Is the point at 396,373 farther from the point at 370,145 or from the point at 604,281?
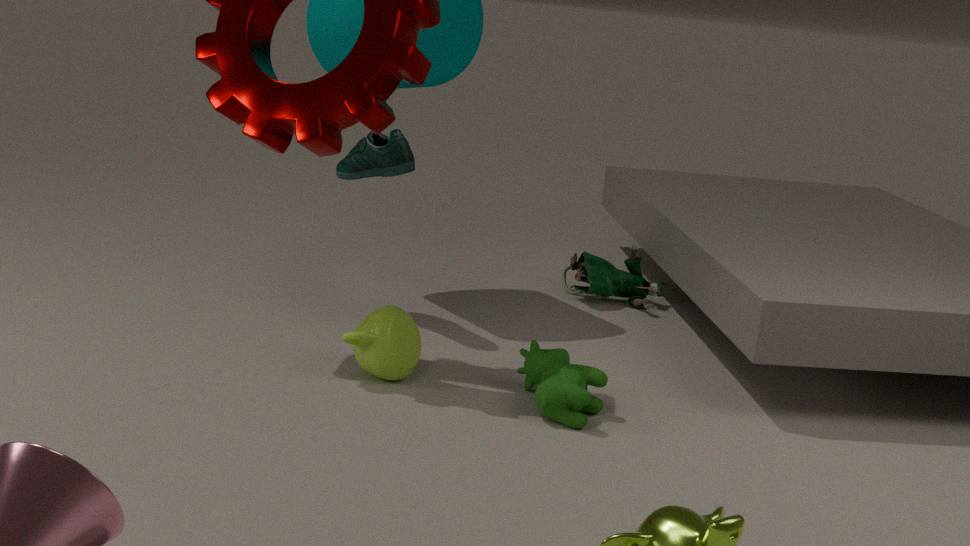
the point at 604,281
